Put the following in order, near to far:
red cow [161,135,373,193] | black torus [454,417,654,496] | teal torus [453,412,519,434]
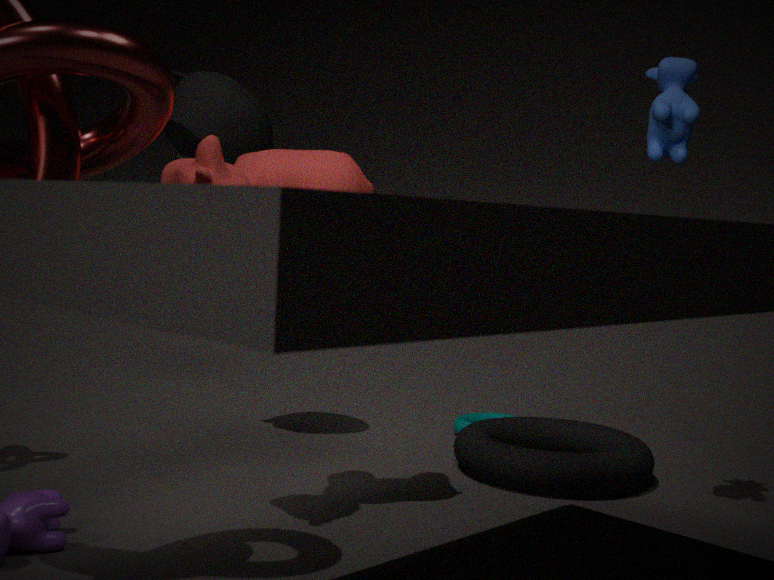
red cow [161,135,373,193], black torus [454,417,654,496], teal torus [453,412,519,434]
